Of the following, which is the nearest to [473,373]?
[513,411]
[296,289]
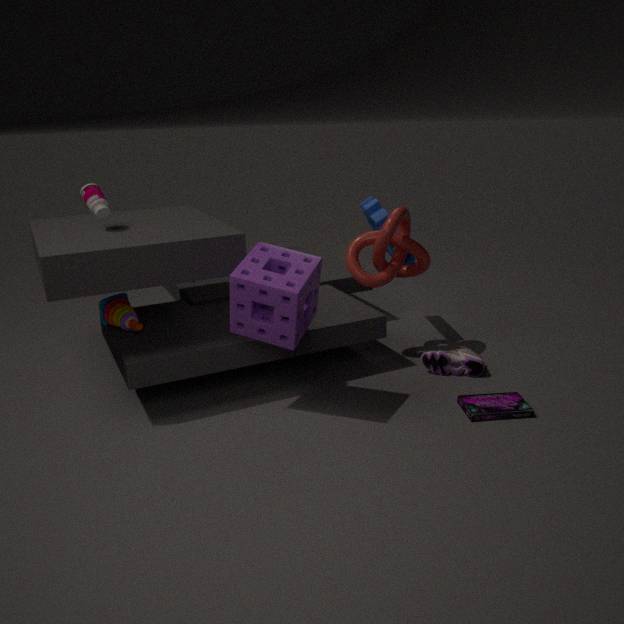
[513,411]
